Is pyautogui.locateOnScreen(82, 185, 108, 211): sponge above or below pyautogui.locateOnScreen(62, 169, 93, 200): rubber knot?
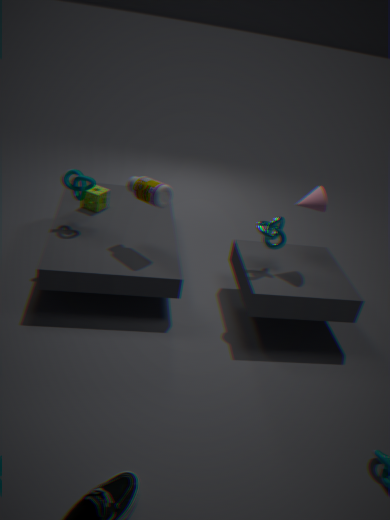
below
